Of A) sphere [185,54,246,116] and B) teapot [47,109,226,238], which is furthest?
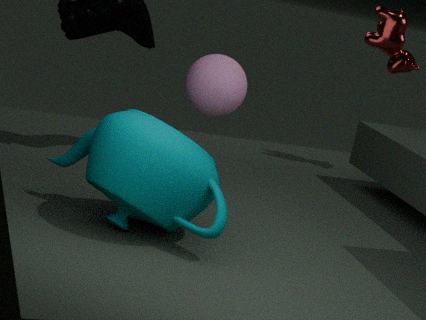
A. sphere [185,54,246,116]
